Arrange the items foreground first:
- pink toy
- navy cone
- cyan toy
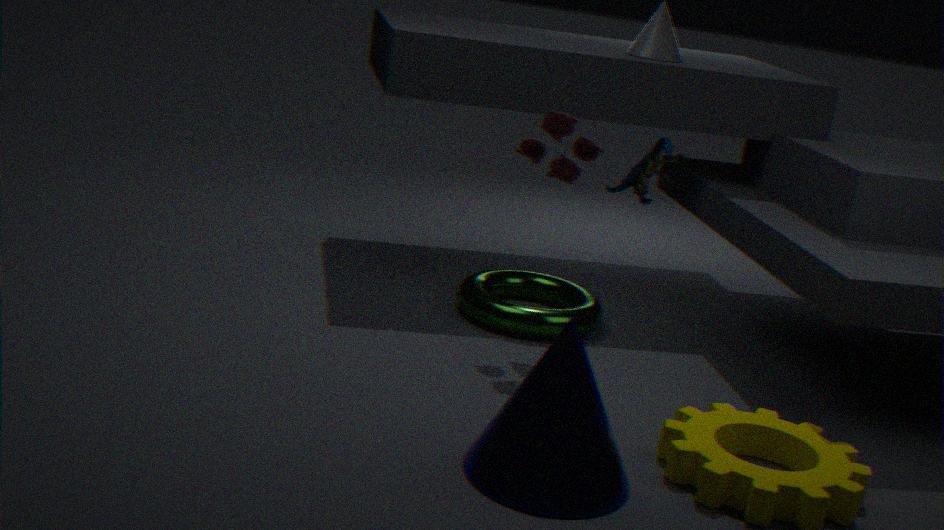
navy cone < pink toy < cyan toy
